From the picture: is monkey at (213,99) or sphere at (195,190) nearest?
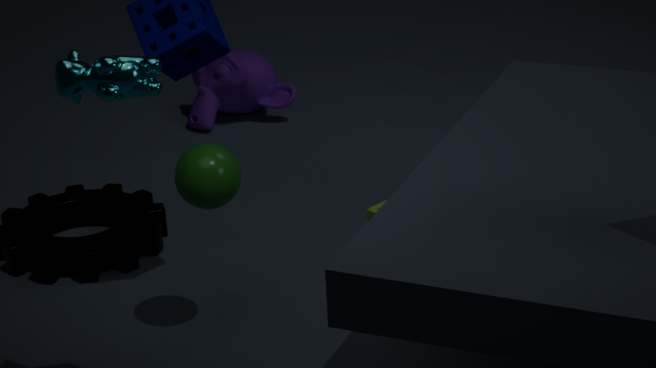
sphere at (195,190)
